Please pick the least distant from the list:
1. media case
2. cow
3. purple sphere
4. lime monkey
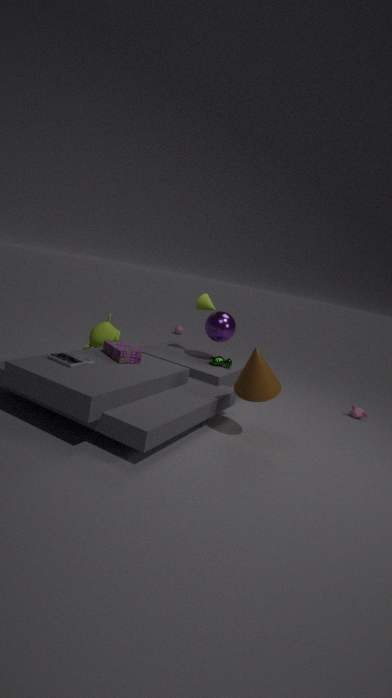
media case
